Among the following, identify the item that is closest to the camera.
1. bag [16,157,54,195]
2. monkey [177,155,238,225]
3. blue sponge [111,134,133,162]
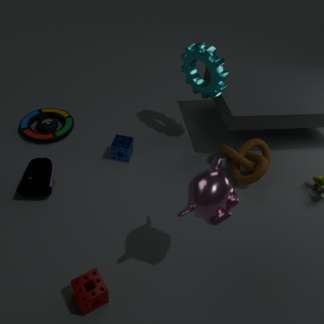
monkey [177,155,238,225]
